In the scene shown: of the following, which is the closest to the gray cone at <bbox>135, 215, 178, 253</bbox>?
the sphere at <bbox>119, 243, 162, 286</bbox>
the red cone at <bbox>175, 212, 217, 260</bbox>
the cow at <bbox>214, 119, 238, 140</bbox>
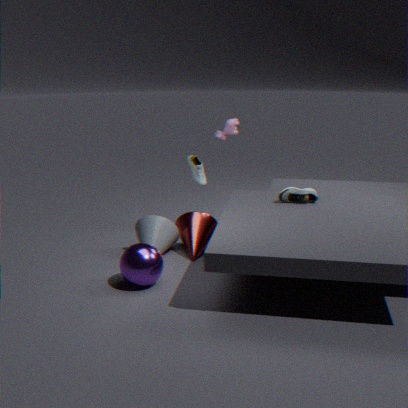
the red cone at <bbox>175, 212, 217, 260</bbox>
